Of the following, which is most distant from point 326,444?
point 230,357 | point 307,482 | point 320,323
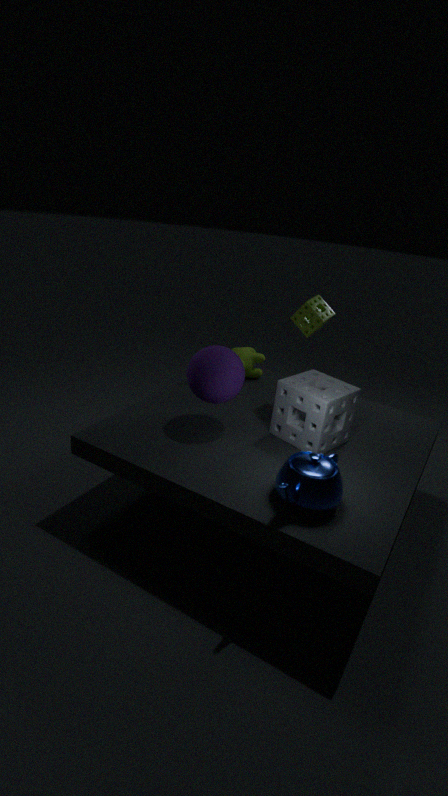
point 320,323
